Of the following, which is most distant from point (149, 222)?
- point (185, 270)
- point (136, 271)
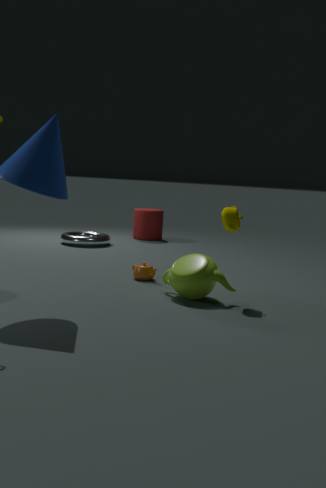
point (185, 270)
